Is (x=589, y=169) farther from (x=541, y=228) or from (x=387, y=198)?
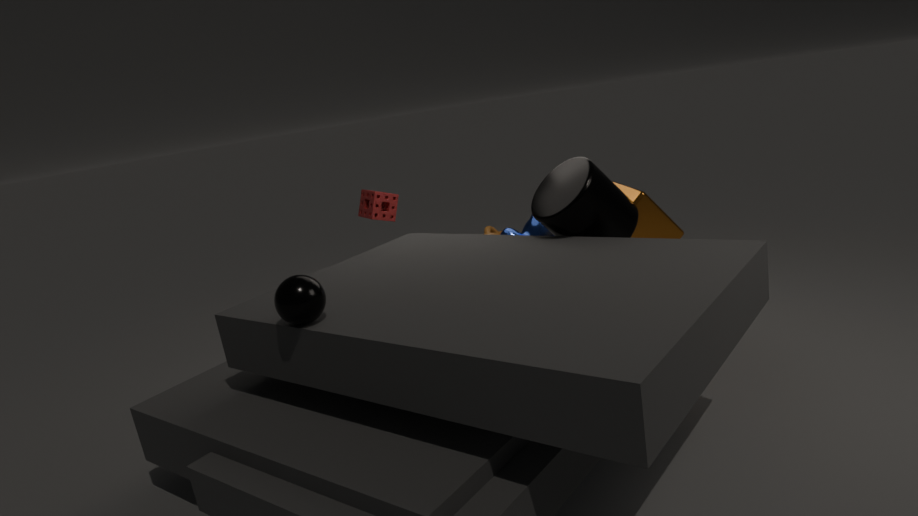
(x=387, y=198)
